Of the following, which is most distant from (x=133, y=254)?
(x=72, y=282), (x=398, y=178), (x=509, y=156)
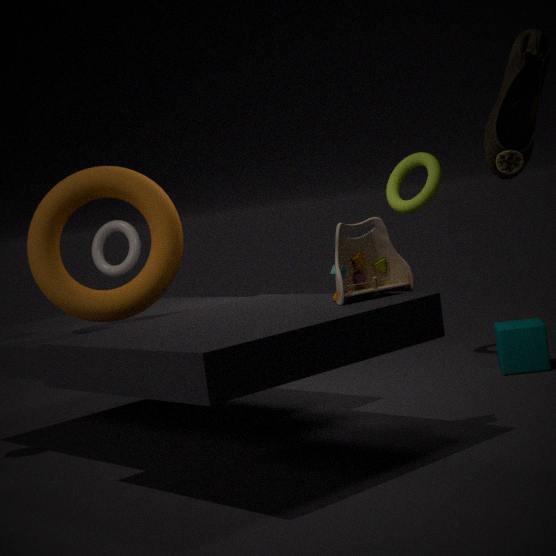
(x=509, y=156)
